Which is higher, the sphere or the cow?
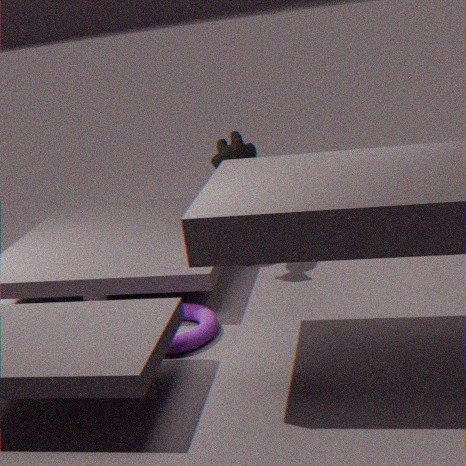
the cow
